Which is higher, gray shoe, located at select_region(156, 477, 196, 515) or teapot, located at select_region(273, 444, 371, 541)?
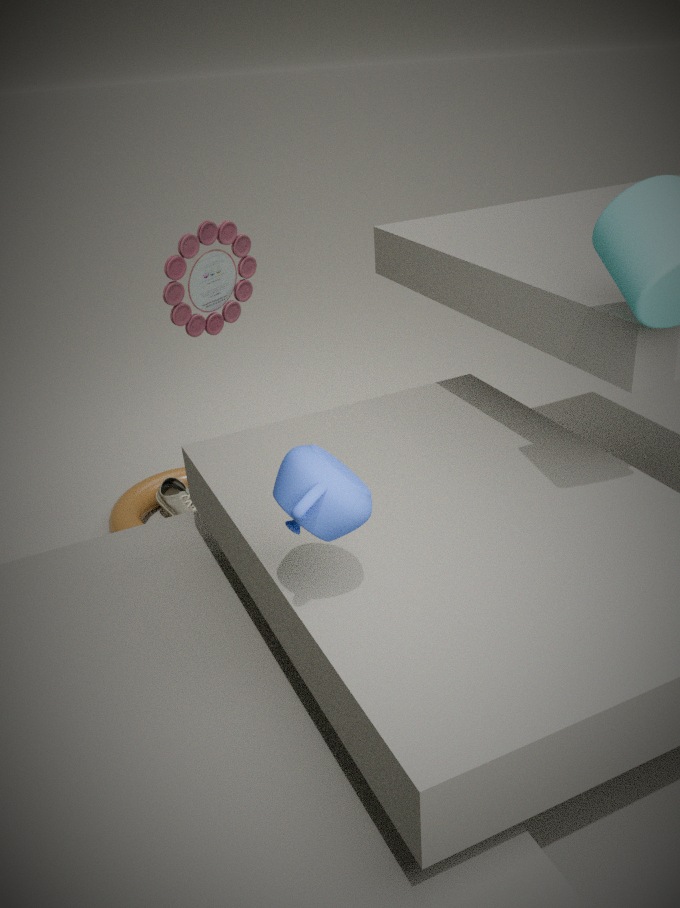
teapot, located at select_region(273, 444, 371, 541)
